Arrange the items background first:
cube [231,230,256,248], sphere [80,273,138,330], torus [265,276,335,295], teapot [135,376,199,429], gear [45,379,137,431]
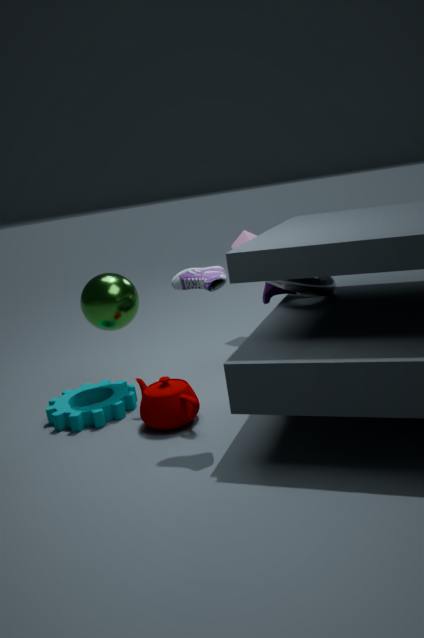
cube [231,230,256,248], sphere [80,273,138,330], torus [265,276,335,295], gear [45,379,137,431], teapot [135,376,199,429]
